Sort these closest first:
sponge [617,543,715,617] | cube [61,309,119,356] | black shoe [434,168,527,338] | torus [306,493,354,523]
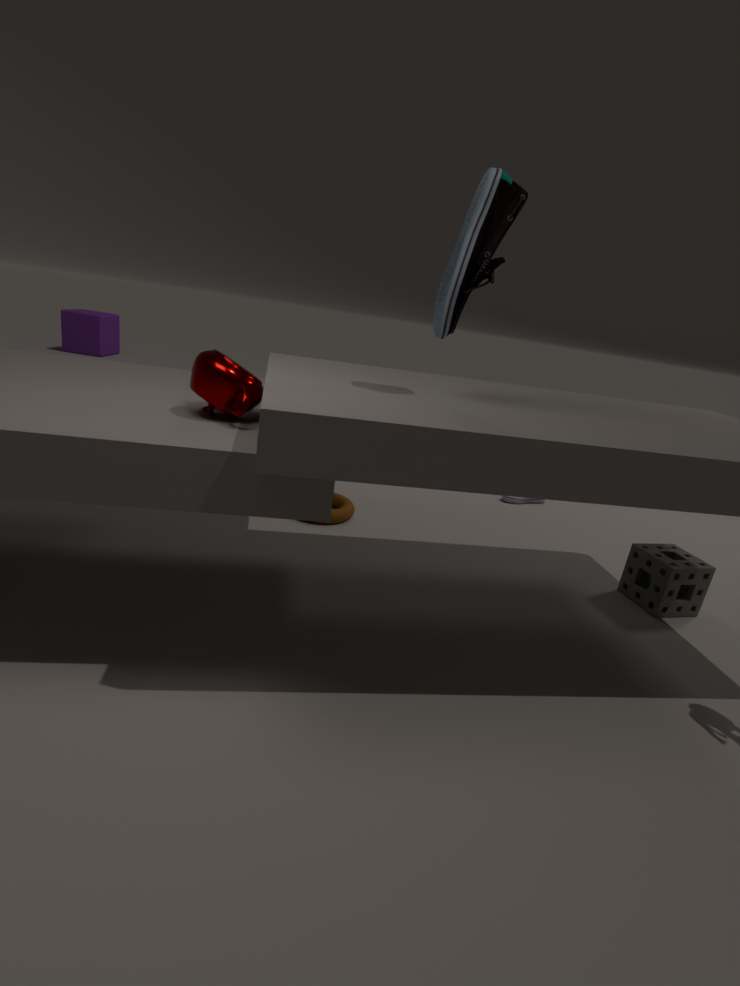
black shoe [434,168,527,338]
sponge [617,543,715,617]
torus [306,493,354,523]
cube [61,309,119,356]
